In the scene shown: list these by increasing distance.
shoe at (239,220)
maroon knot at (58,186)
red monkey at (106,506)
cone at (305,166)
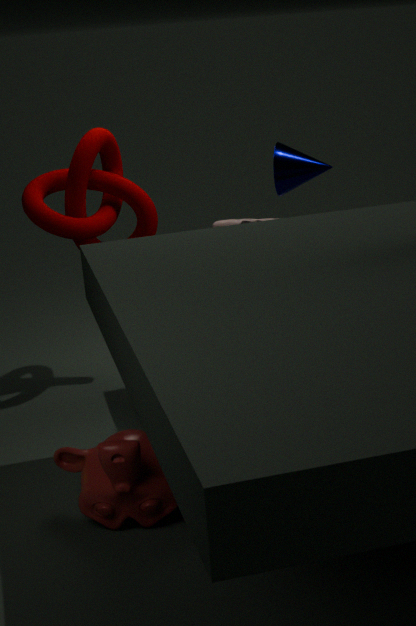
1. red monkey at (106,506)
2. maroon knot at (58,186)
3. cone at (305,166)
4. shoe at (239,220)
